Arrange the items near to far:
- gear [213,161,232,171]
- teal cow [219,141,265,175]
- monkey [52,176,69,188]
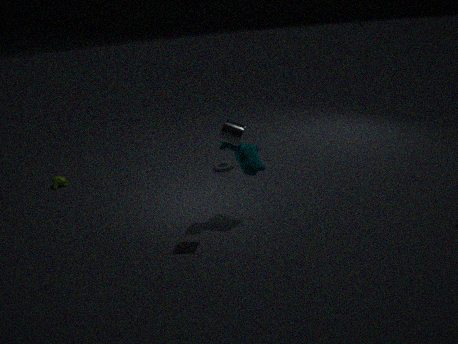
teal cow [219,141,265,175] → monkey [52,176,69,188] → gear [213,161,232,171]
